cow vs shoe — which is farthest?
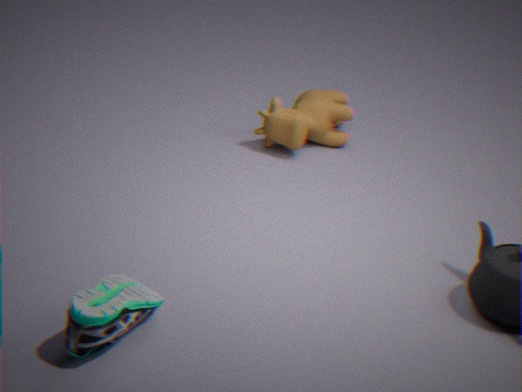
cow
